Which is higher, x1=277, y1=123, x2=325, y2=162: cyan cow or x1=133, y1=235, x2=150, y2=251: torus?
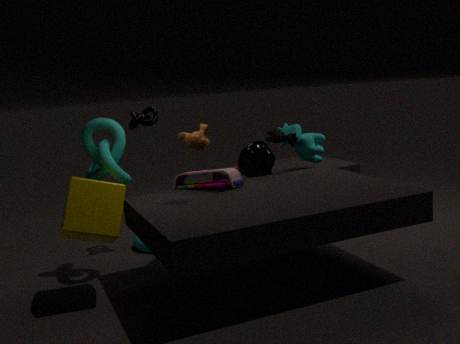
x1=277, y1=123, x2=325, y2=162: cyan cow
